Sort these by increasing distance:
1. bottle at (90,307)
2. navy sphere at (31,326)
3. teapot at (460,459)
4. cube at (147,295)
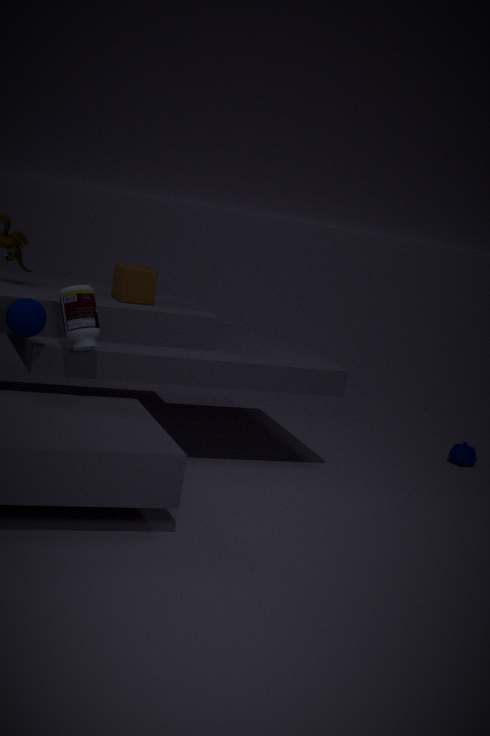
navy sphere at (31,326)
bottle at (90,307)
cube at (147,295)
teapot at (460,459)
